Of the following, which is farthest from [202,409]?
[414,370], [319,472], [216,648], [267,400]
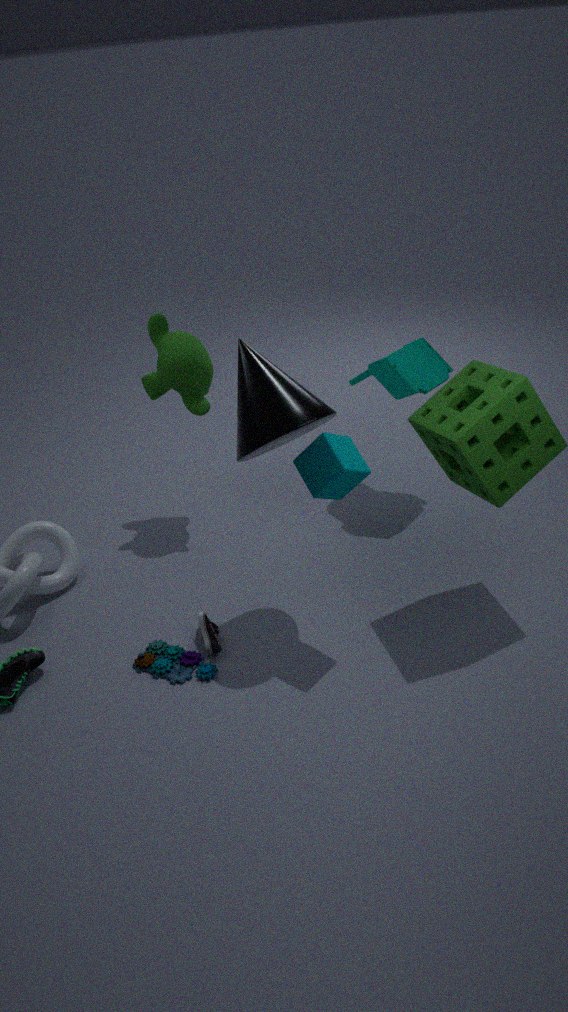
[216,648]
